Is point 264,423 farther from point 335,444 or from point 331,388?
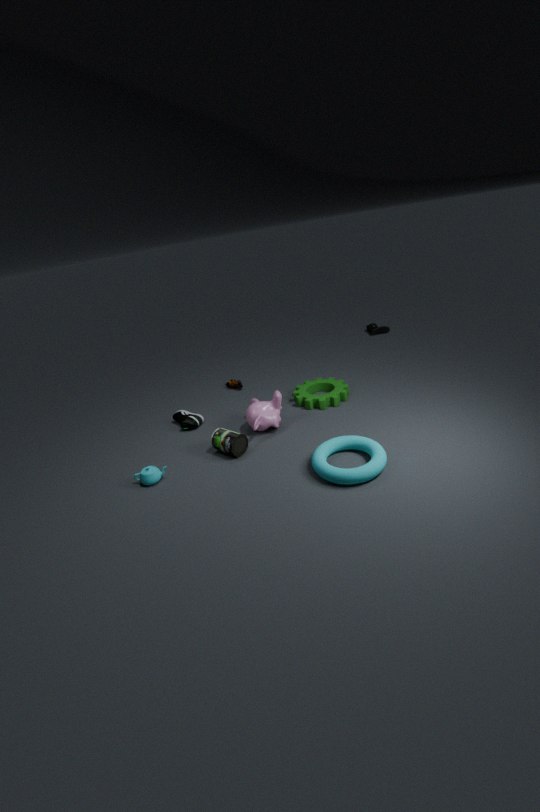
point 335,444
